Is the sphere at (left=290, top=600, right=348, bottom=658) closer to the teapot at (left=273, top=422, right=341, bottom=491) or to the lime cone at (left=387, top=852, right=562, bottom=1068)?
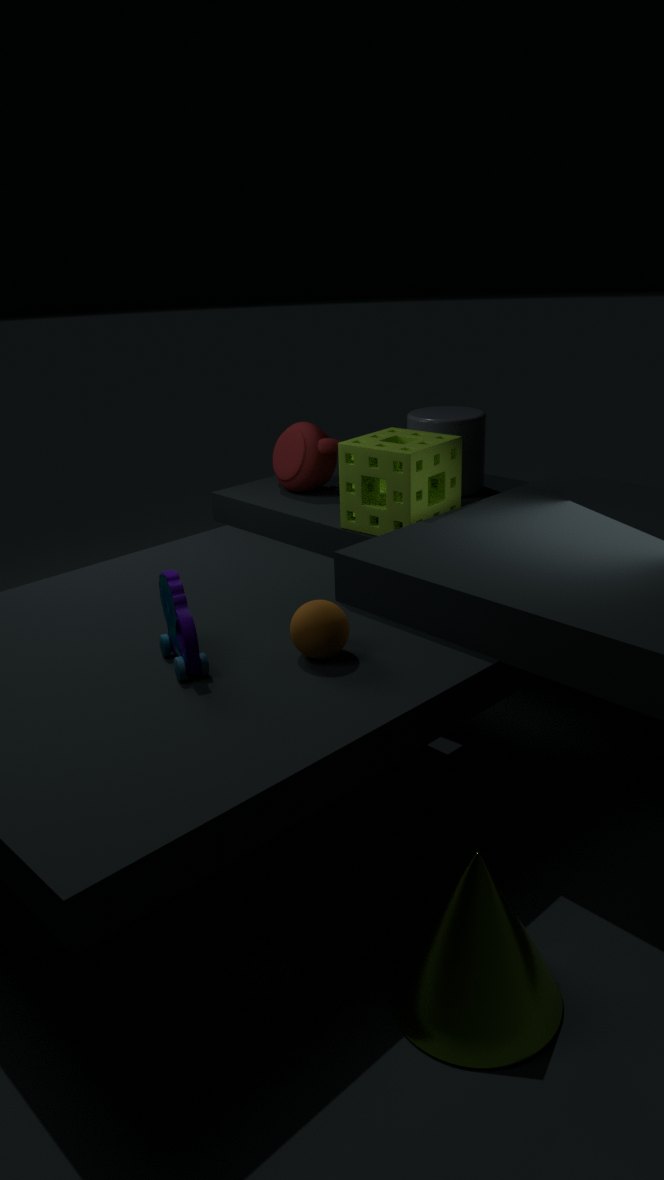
the lime cone at (left=387, top=852, right=562, bottom=1068)
